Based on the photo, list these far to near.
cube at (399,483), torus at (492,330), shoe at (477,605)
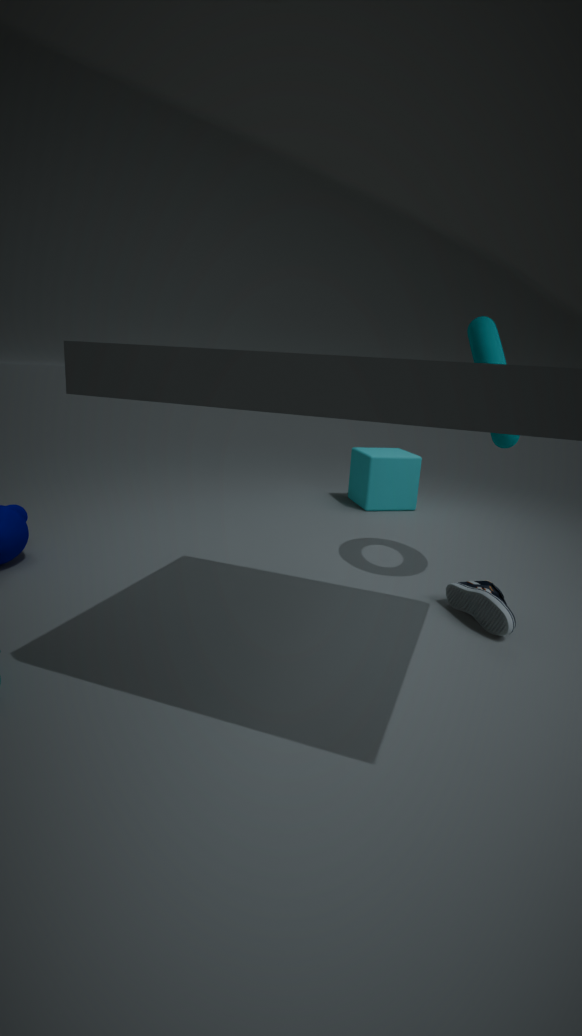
1. cube at (399,483)
2. torus at (492,330)
3. shoe at (477,605)
